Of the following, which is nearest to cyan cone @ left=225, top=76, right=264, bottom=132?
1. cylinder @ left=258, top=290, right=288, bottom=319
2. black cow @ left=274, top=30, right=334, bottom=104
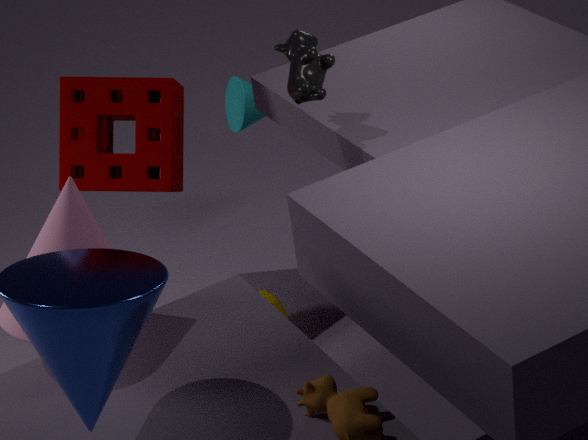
cylinder @ left=258, top=290, right=288, bottom=319
